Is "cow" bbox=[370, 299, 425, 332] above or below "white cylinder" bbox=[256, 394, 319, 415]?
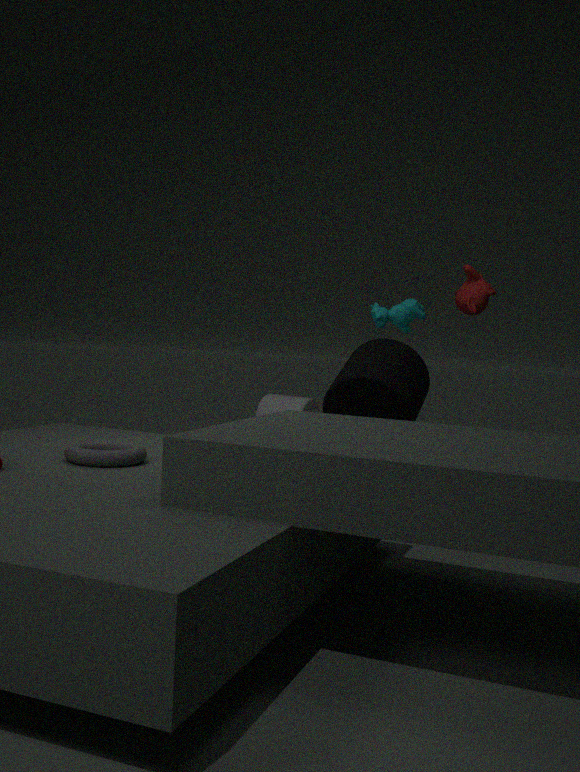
above
